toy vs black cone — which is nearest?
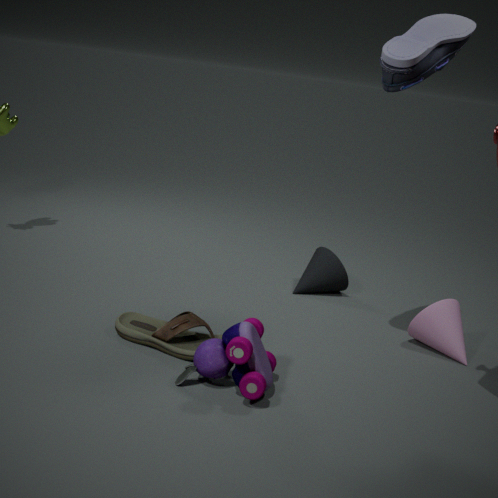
toy
